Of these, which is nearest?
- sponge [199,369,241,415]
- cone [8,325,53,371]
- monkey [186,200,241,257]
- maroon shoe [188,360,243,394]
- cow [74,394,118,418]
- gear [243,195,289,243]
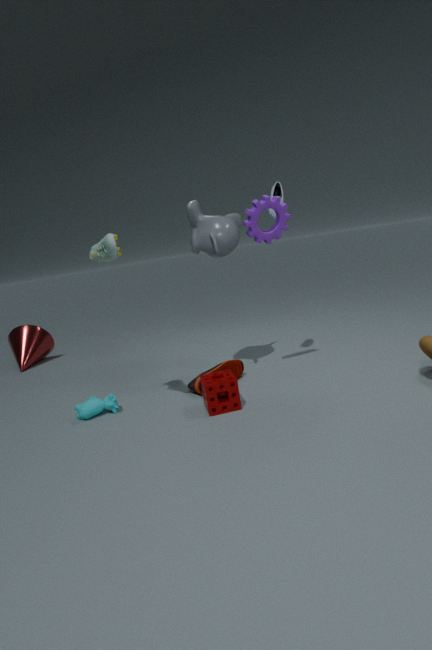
sponge [199,369,241,415]
